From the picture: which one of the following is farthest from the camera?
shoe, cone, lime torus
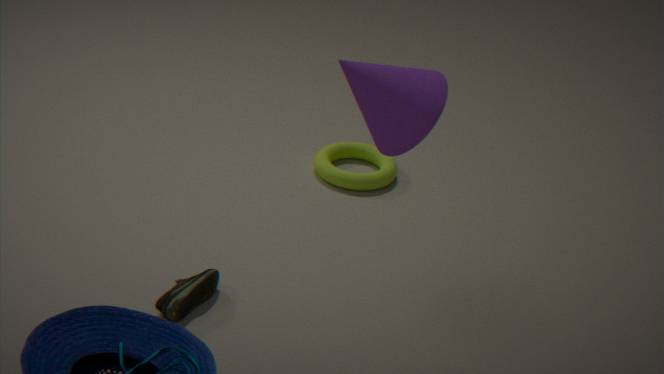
lime torus
